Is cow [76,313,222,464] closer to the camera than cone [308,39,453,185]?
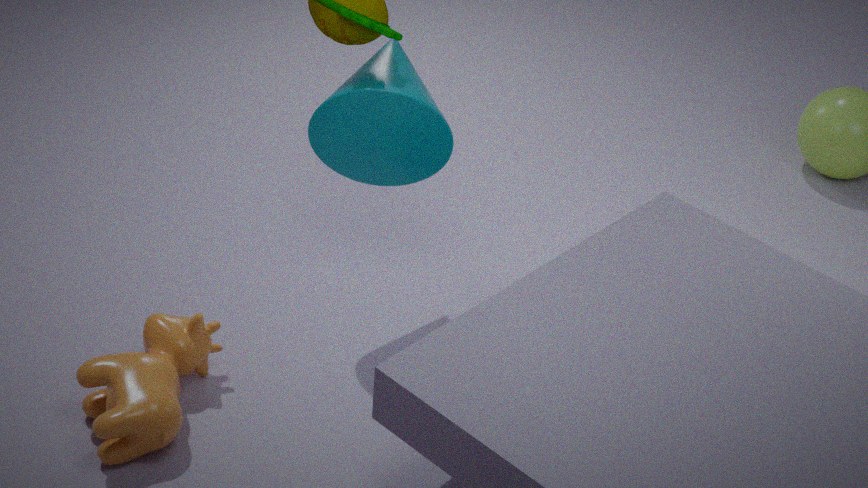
Yes
